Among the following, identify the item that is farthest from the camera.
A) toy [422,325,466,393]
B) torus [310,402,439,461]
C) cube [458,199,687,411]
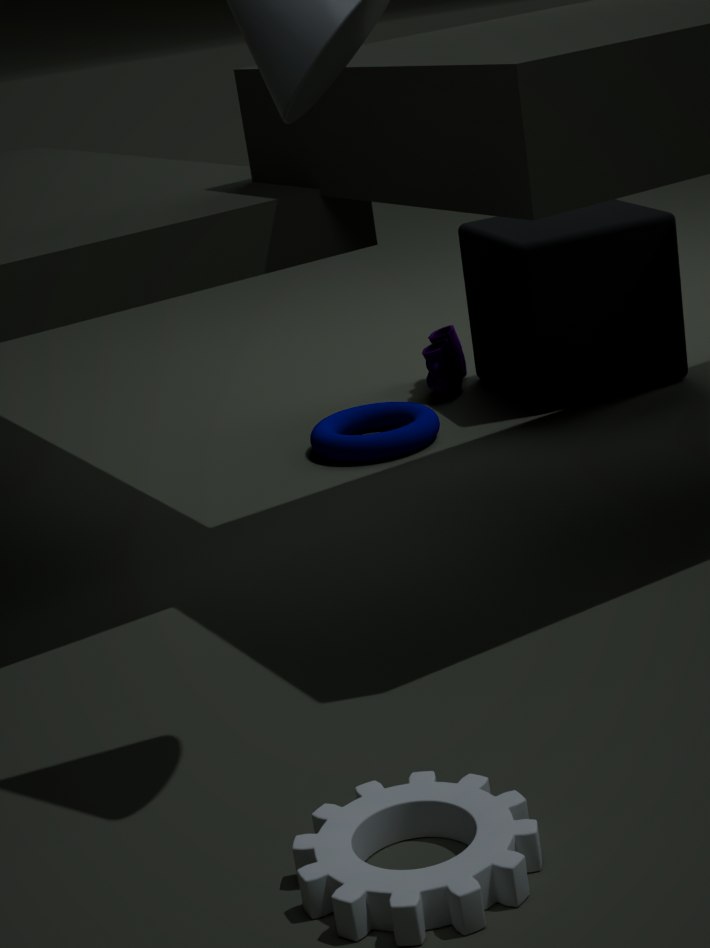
toy [422,325,466,393]
